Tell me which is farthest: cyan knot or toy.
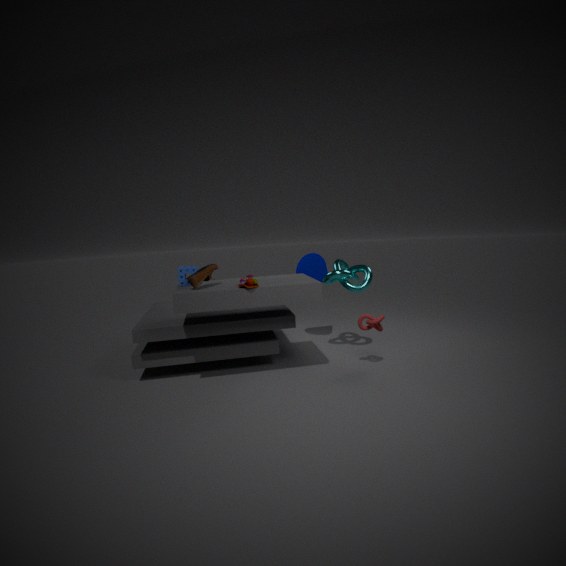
cyan knot
